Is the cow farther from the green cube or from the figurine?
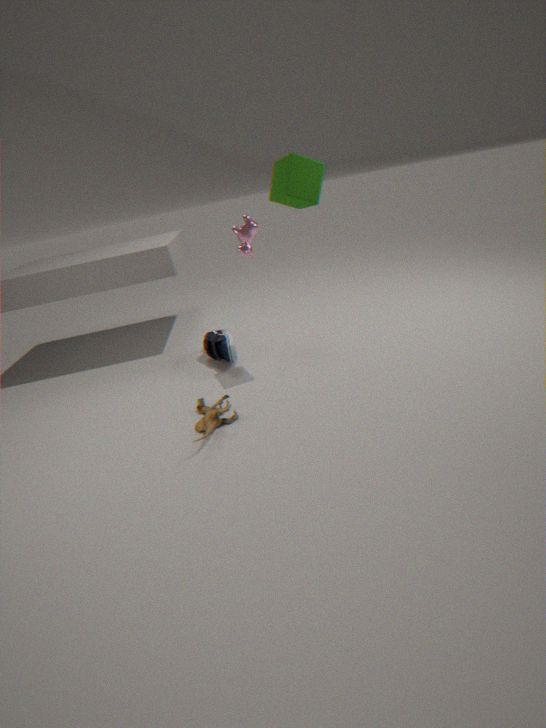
the figurine
